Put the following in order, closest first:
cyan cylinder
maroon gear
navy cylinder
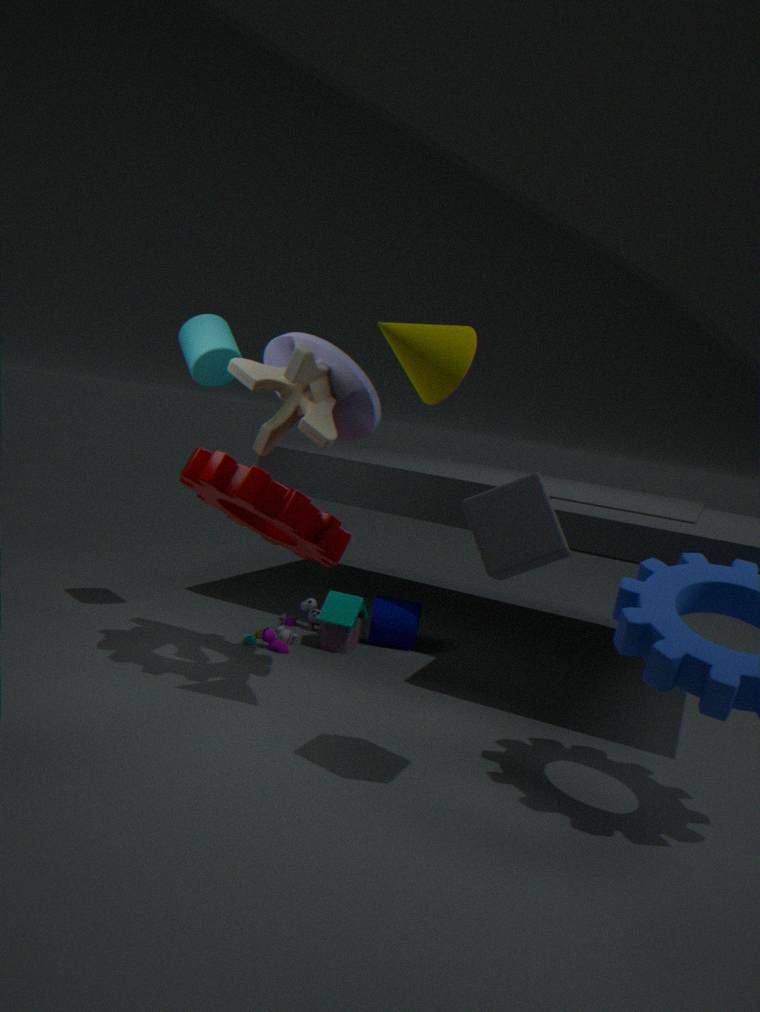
maroon gear → cyan cylinder → navy cylinder
